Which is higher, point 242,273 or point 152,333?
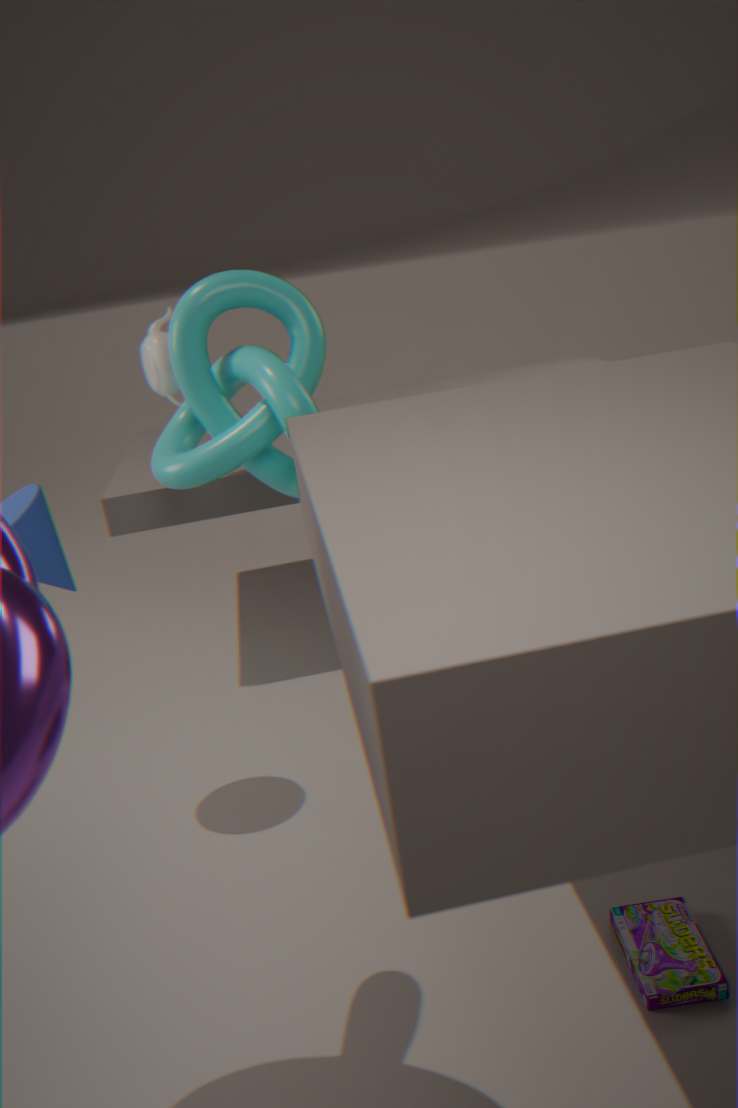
point 152,333
